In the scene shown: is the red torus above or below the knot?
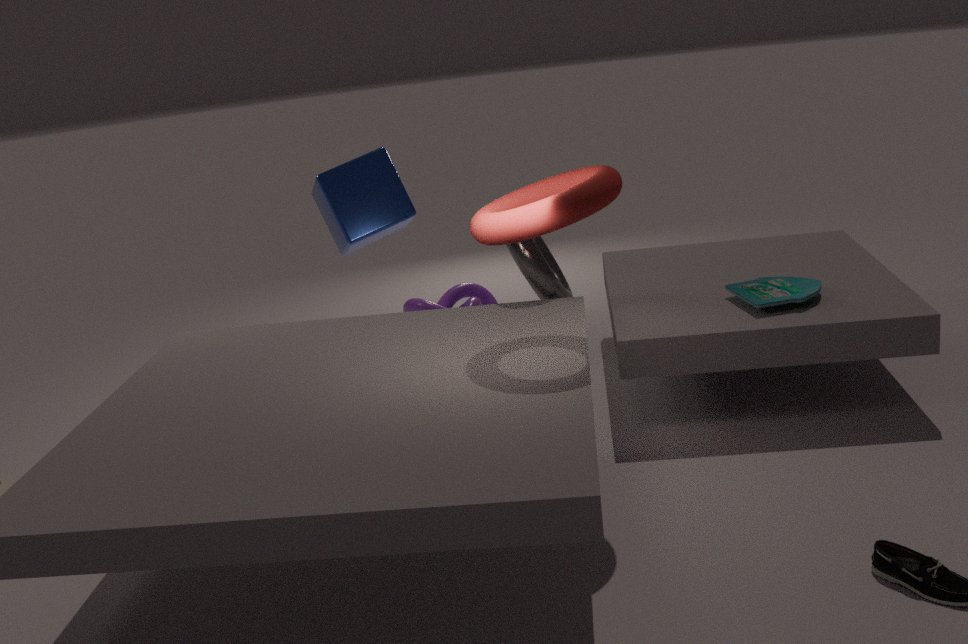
above
